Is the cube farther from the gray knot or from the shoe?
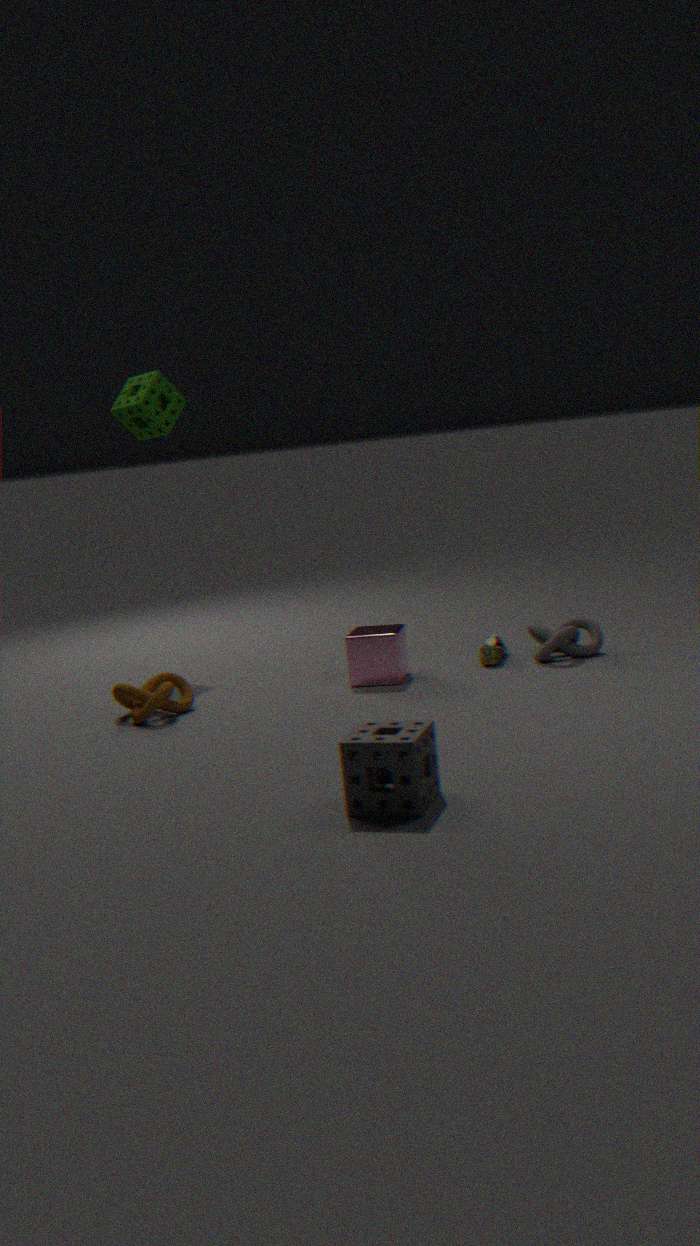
the gray knot
